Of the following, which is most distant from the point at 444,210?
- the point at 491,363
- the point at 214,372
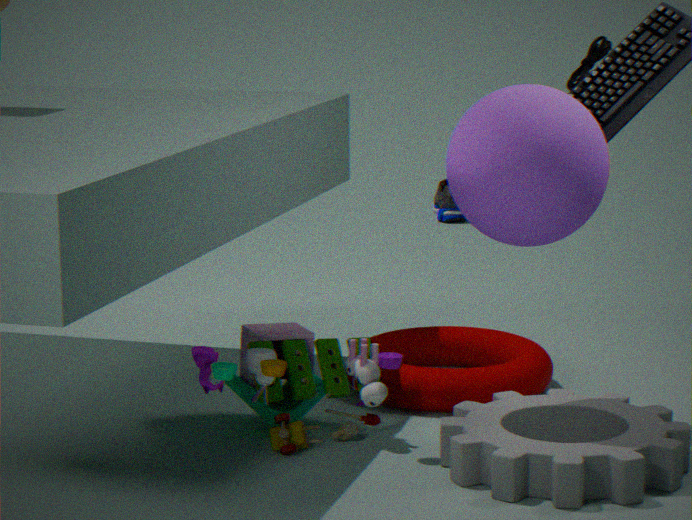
the point at 214,372
